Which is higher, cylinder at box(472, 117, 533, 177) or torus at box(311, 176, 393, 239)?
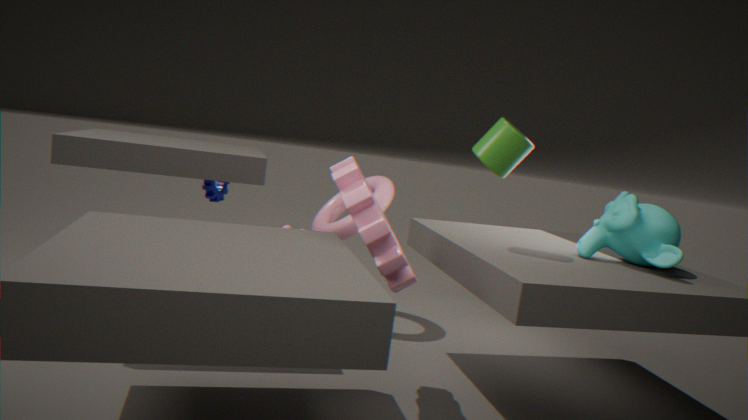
cylinder at box(472, 117, 533, 177)
